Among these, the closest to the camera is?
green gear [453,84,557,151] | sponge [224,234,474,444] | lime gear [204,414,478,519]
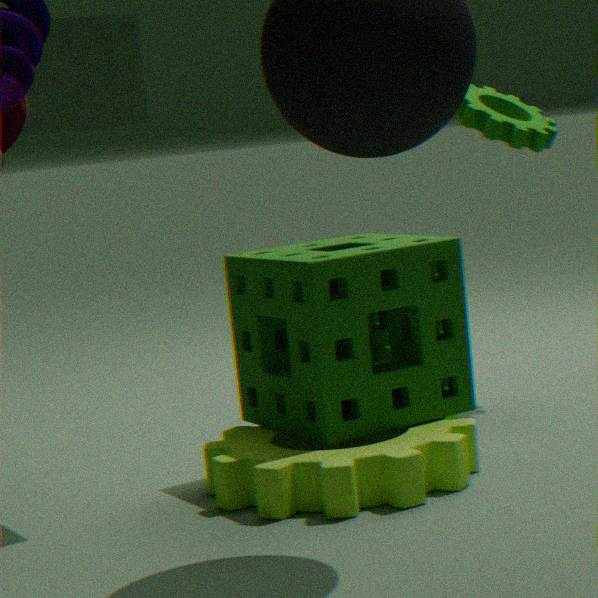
lime gear [204,414,478,519]
